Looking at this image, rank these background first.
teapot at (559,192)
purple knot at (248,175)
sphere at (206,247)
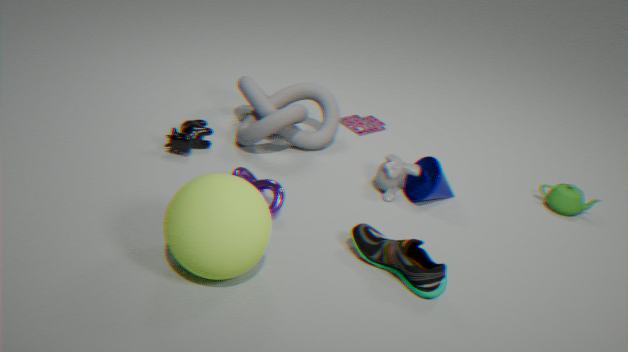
1. teapot at (559,192)
2. purple knot at (248,175)
3. sphere at (206,247)
